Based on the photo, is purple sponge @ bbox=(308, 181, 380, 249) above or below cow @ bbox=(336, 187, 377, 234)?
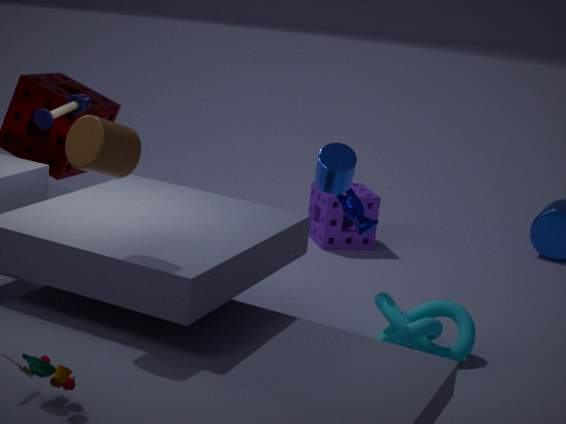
below
